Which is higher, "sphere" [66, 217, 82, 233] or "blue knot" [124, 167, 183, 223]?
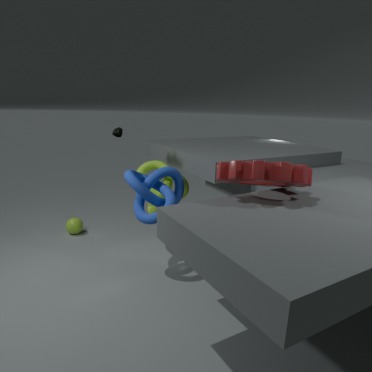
"blue knot" [124, 167, 183, 223]
